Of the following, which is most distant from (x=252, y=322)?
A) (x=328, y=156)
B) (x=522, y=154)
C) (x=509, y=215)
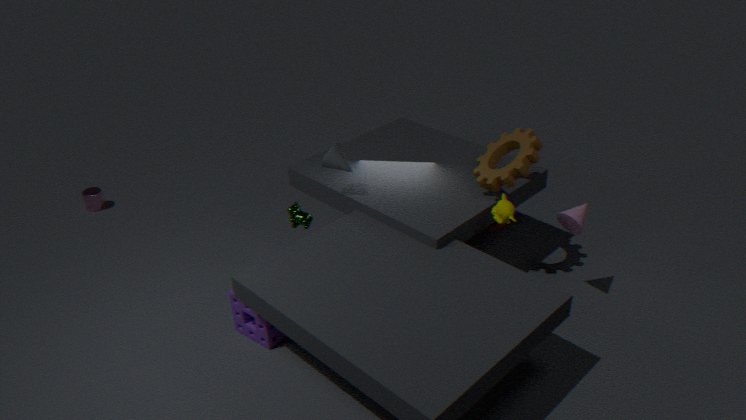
(x=522, y=154)
